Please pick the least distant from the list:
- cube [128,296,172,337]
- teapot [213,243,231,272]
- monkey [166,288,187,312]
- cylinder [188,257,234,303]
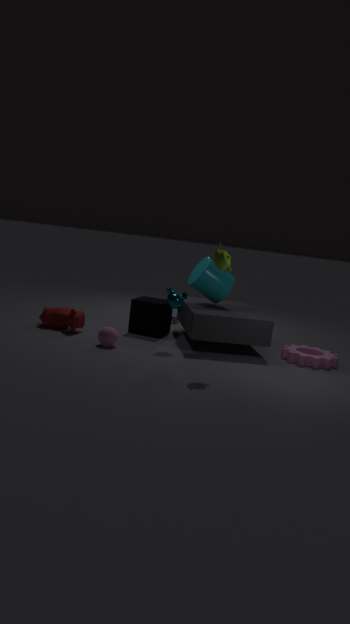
teapot [213,243,231,272]
